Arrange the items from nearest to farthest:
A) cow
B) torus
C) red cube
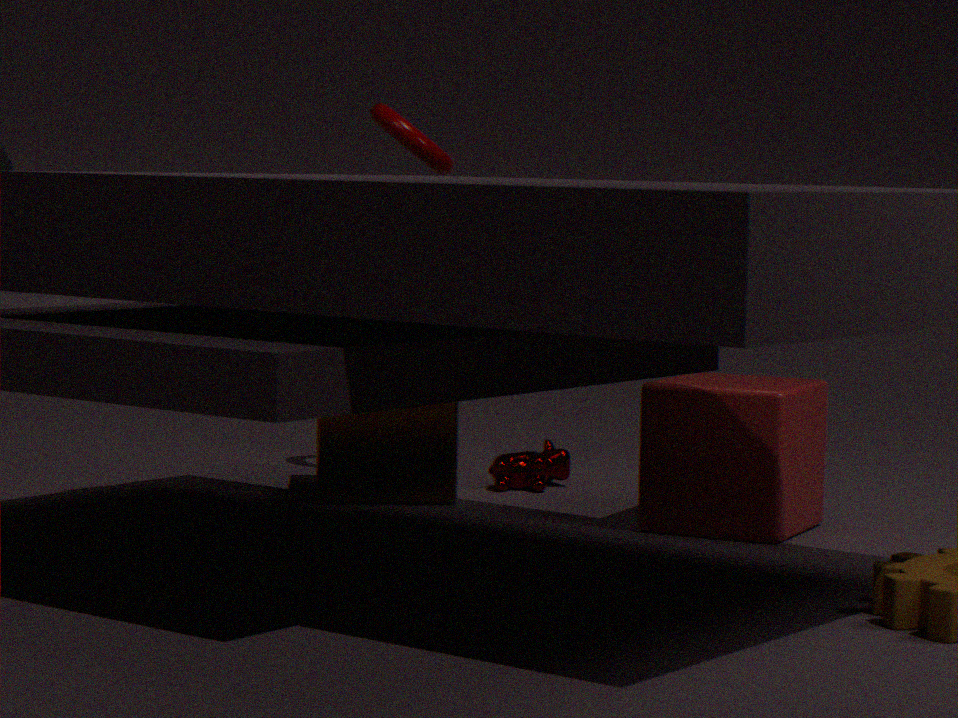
red cube → torus → cow
